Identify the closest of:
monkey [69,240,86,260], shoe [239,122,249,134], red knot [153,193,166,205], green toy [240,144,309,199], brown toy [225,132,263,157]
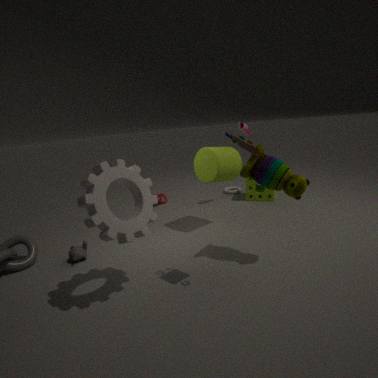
brown toy [225,132,263,157]
